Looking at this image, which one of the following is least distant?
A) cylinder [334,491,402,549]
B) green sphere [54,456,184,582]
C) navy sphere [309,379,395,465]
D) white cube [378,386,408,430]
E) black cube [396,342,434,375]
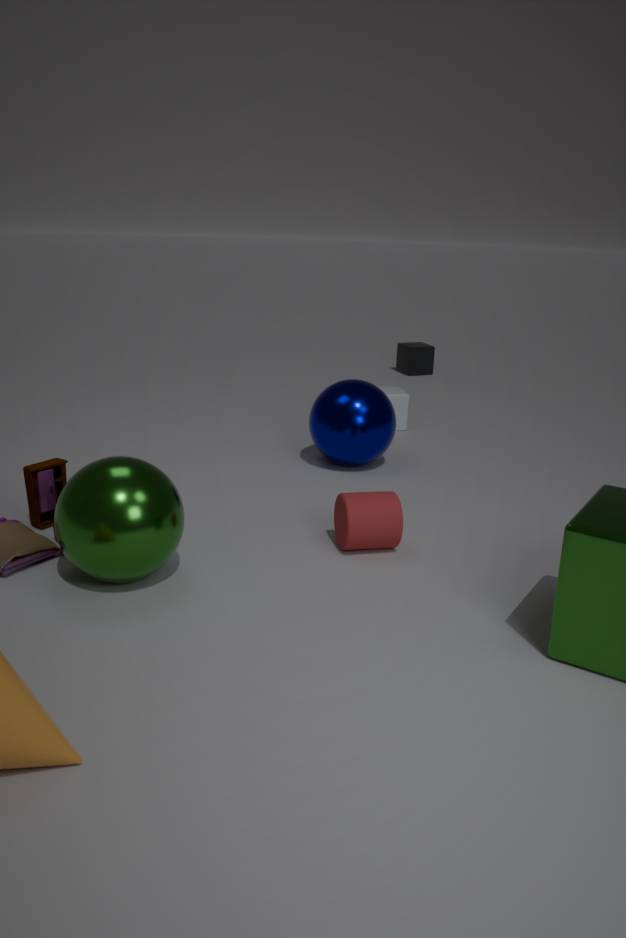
green sphere [54,456,184,582]
